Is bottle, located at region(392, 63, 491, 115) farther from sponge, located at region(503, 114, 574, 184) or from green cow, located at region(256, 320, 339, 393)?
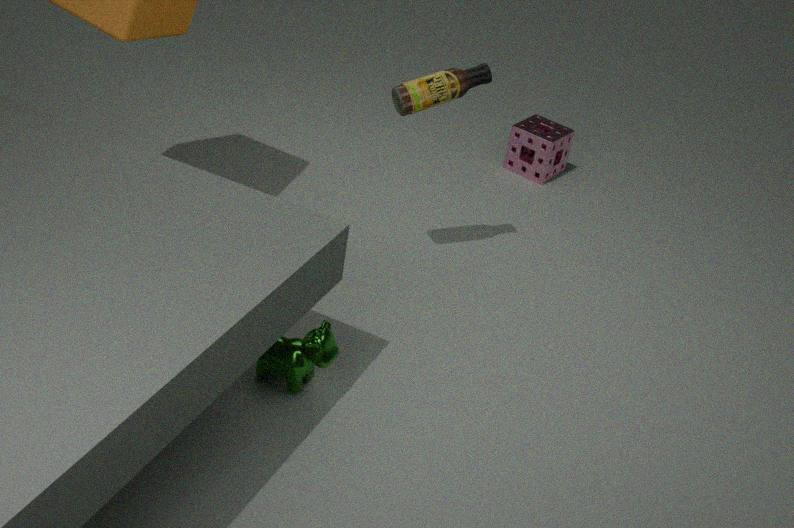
sponge, located at region(503, 114, 574, 184)
